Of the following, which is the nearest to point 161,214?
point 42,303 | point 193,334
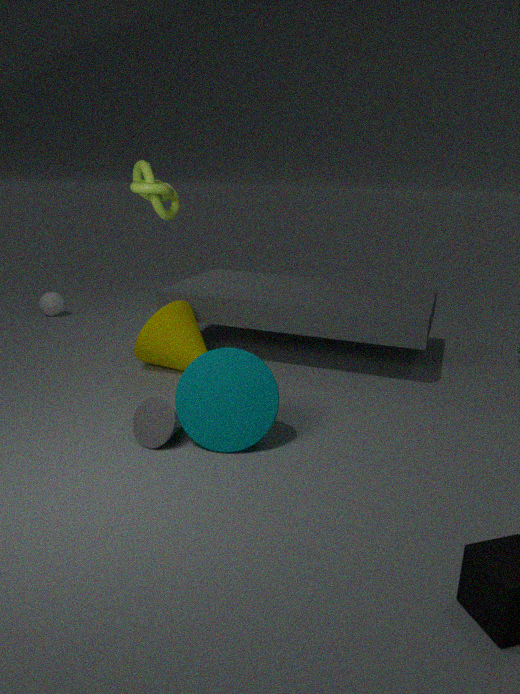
point 193,334
